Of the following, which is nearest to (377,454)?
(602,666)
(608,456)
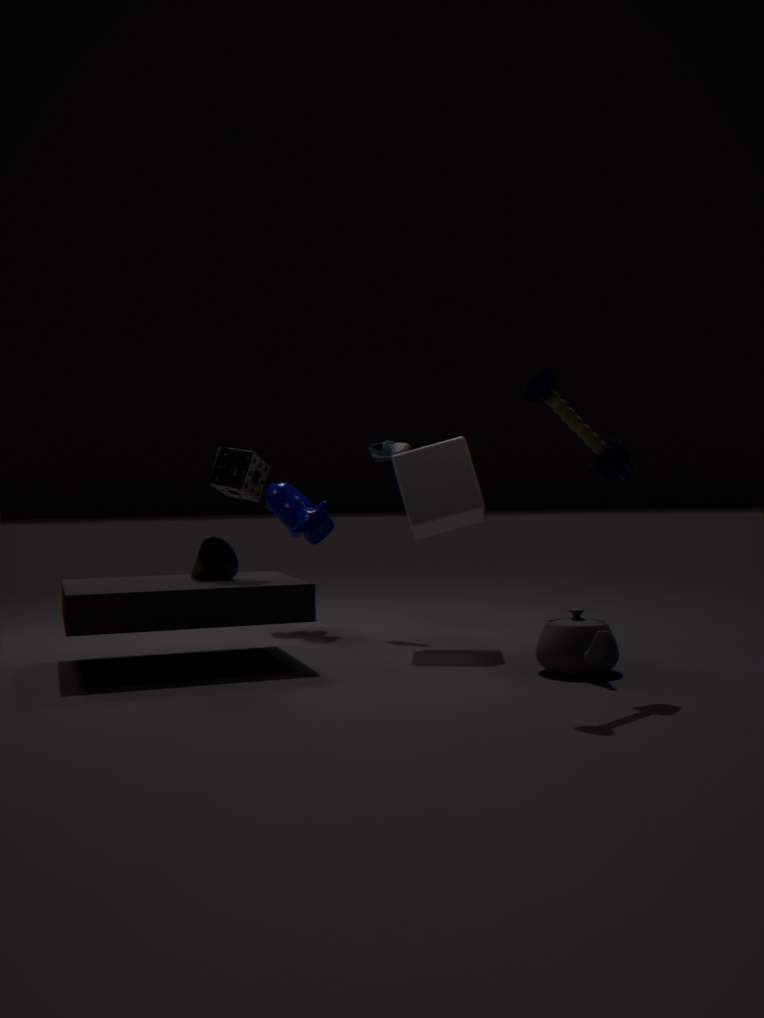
(602,666)
